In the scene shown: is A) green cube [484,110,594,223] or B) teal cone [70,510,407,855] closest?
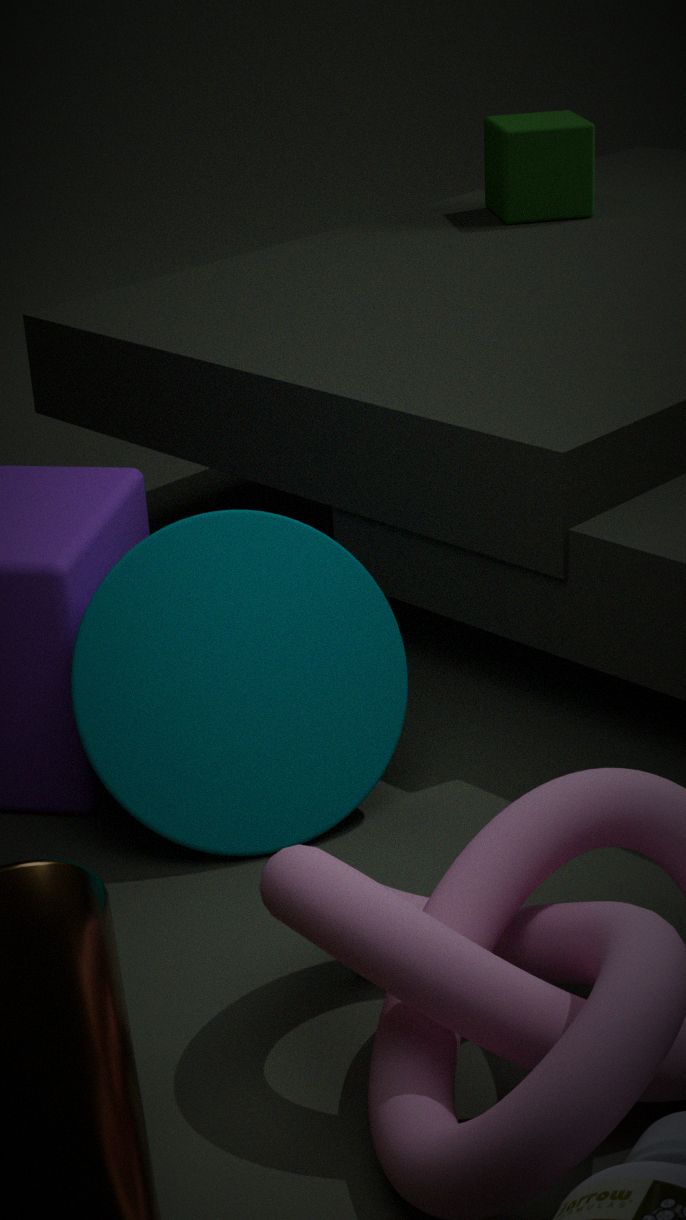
B. teal cone [70,510,407,855]
